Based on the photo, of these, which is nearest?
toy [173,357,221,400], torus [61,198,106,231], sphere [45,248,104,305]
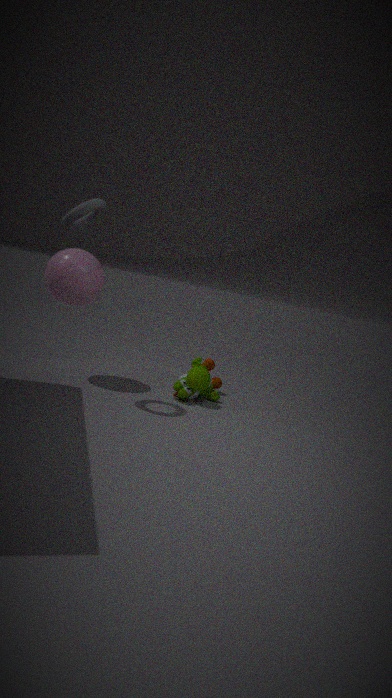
torus [61,198,106,231]
